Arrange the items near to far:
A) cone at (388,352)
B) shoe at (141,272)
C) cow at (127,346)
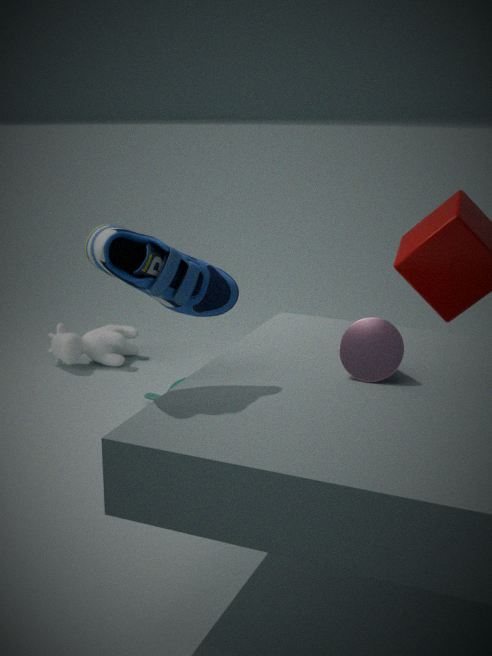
shoe at (141,272) < cone at (388,352) < cow at (127,346)
